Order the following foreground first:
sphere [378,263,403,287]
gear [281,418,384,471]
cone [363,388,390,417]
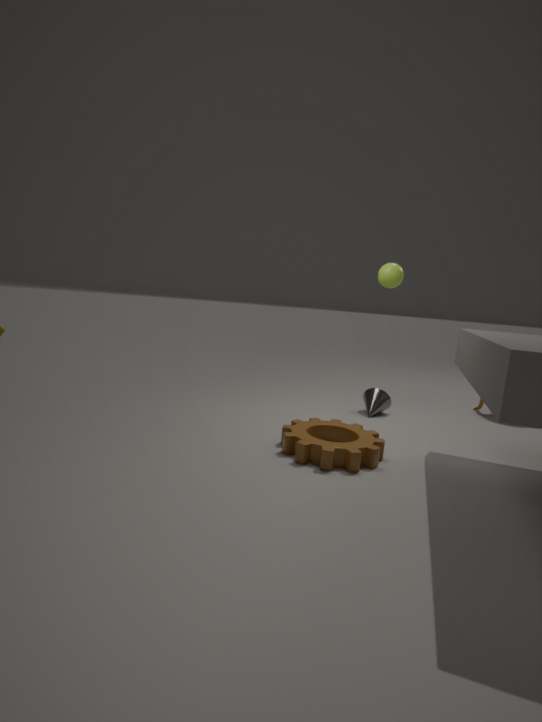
1. gear [281,418,384,471]
2. sphere [378,263,403,287]
3. cone [363,388,390,417]
